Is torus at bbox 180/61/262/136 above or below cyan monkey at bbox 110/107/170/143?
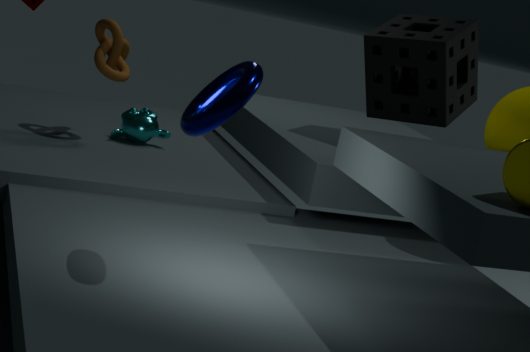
above
